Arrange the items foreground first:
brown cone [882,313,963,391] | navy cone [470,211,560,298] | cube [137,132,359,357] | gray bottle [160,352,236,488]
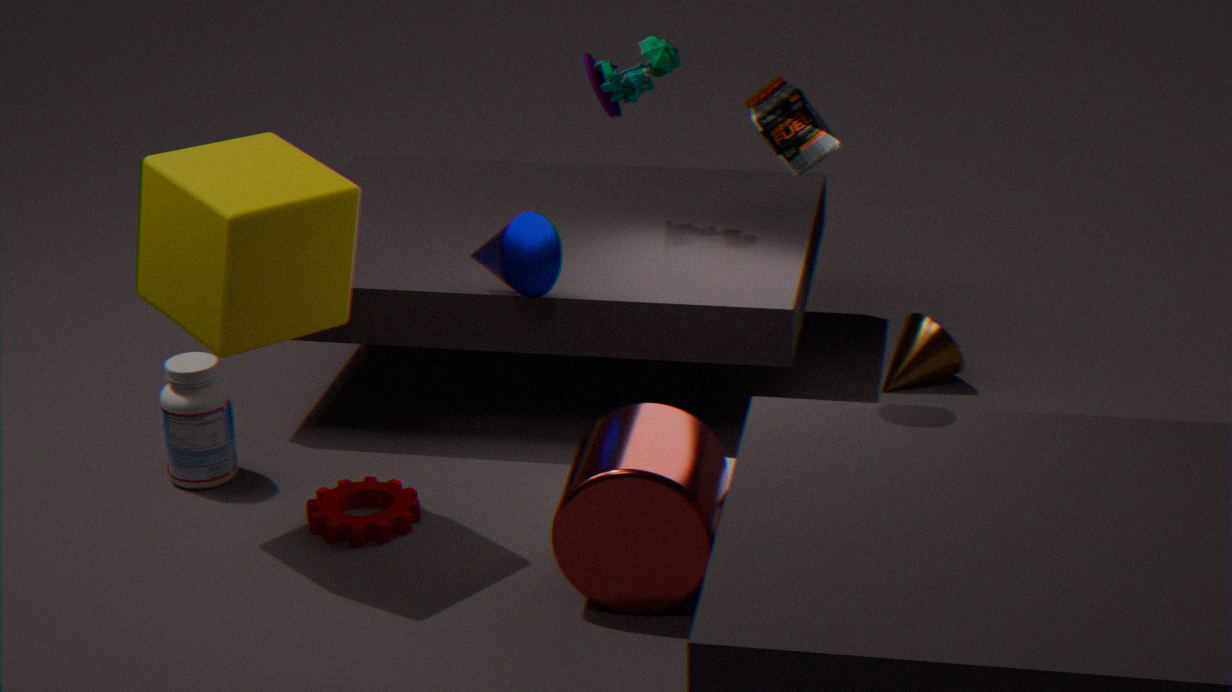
cube [137,132,359,357]
navy cone [470,211,560,298]
gray bottle [160,352,236,488]
brown cone [882,313,963,391]
